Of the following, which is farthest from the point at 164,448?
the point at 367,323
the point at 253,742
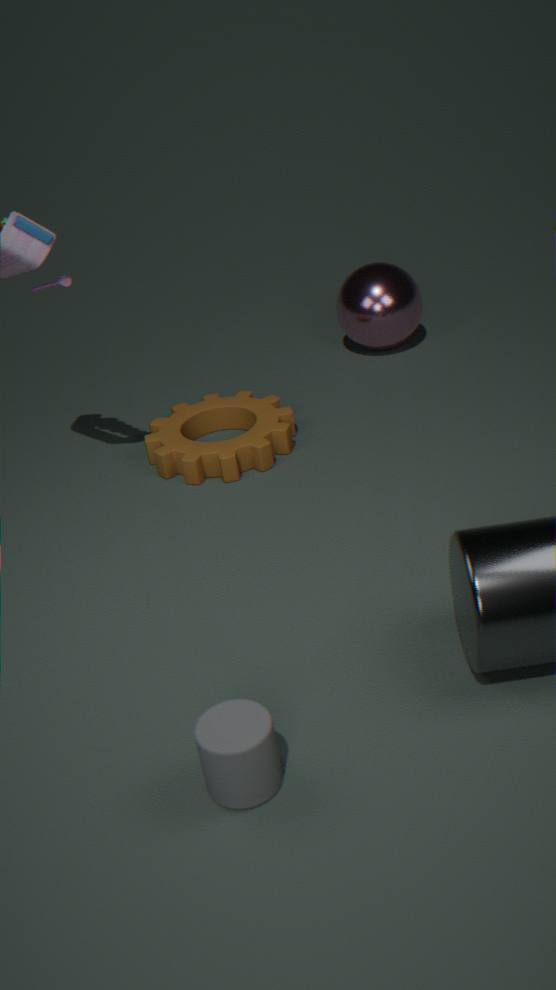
the point at 253,742
